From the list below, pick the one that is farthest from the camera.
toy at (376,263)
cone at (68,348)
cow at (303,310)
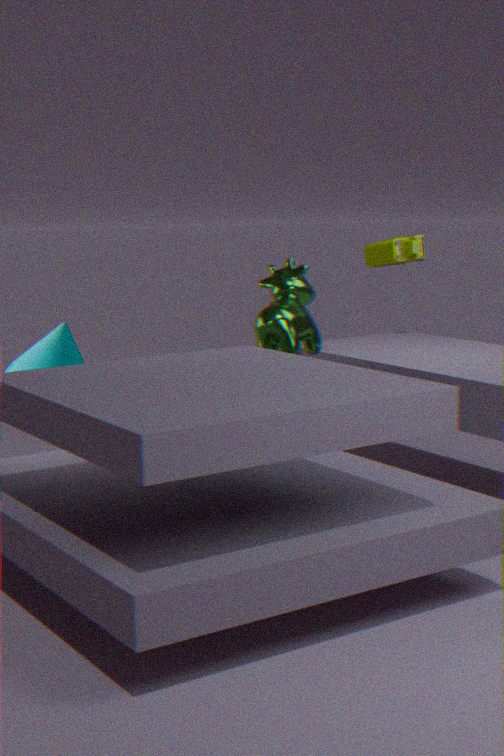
toy at (376,263)
